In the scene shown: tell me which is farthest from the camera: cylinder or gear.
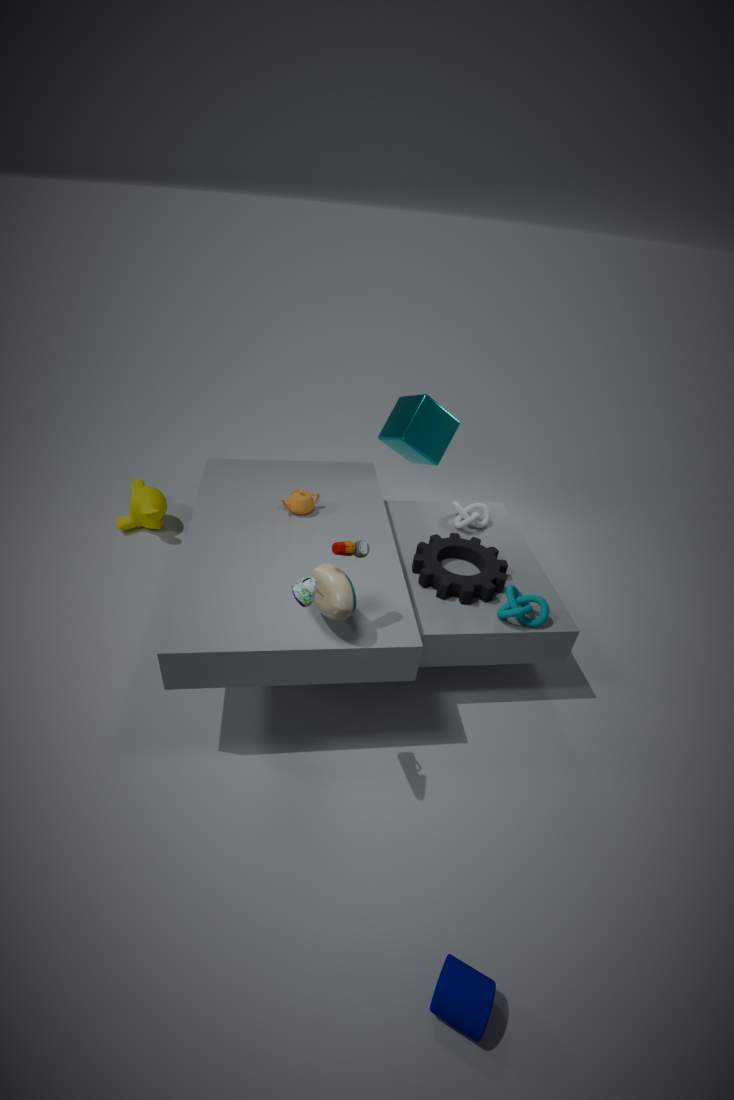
gear
